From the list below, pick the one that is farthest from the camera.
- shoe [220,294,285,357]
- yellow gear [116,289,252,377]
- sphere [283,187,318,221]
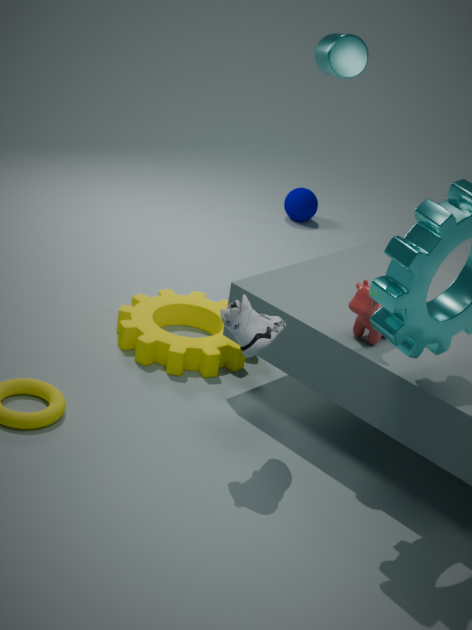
sphere [283,187,318,221]
